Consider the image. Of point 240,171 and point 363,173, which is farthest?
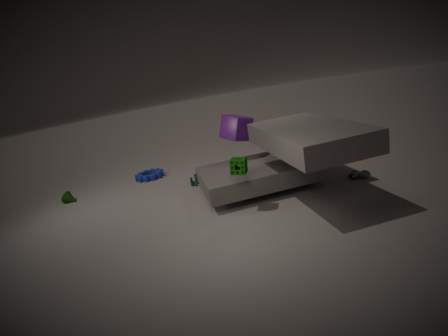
point 363,173
